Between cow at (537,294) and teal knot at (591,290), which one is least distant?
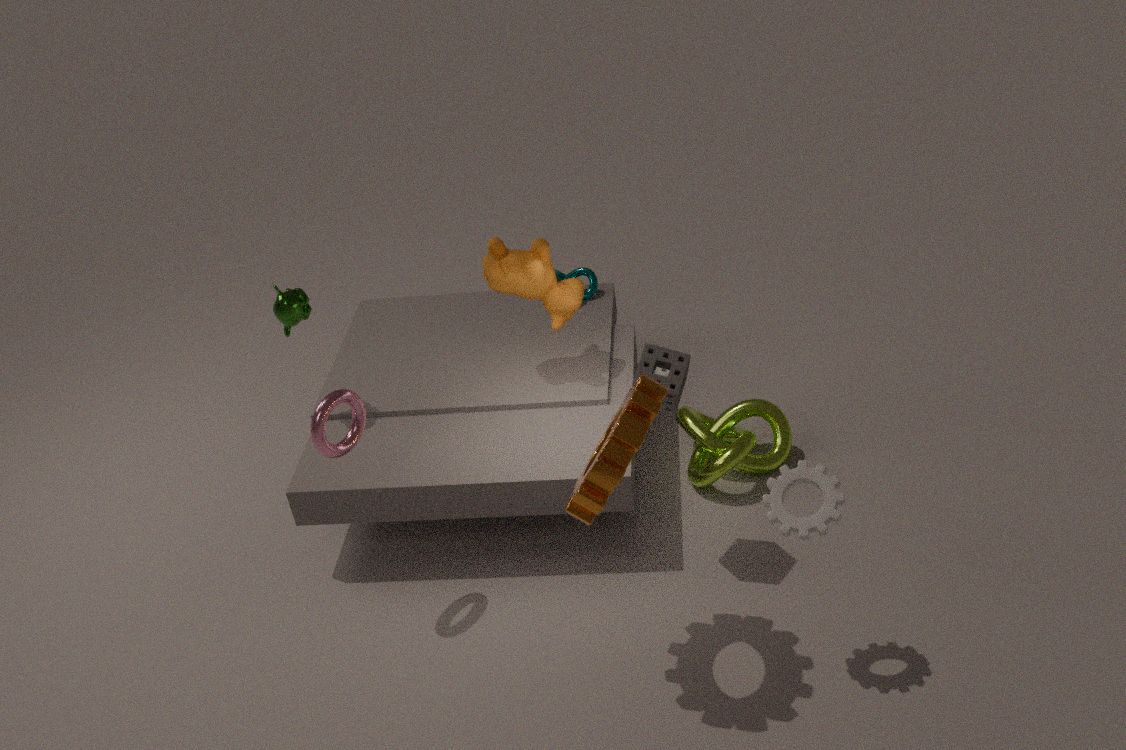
cow at (537,294)
